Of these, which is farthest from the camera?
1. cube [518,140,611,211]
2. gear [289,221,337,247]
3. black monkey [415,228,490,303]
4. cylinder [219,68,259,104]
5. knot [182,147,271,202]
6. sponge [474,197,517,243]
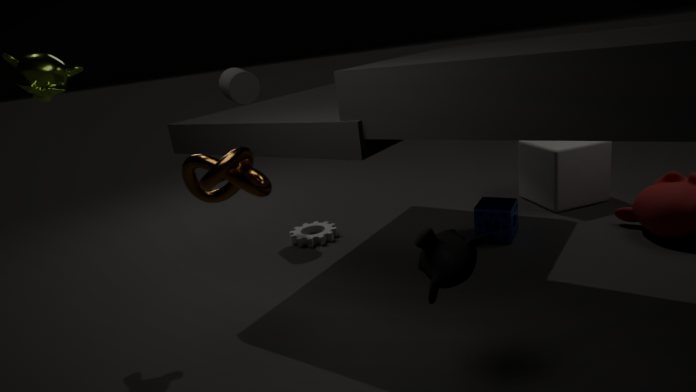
gear [289,221,337,247]
